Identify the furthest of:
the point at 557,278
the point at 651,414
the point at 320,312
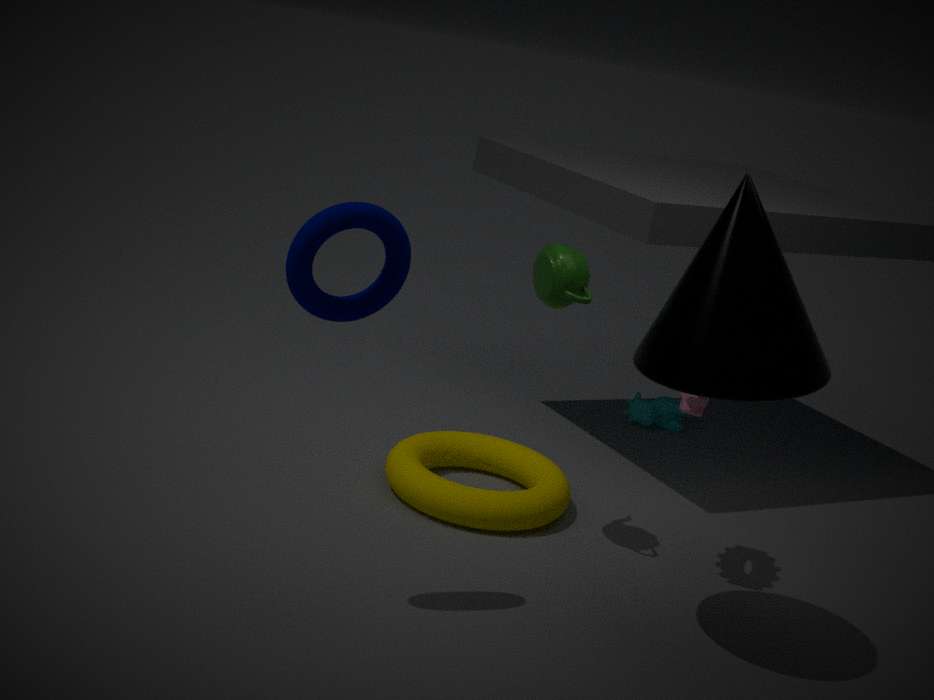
the point at 651,414
